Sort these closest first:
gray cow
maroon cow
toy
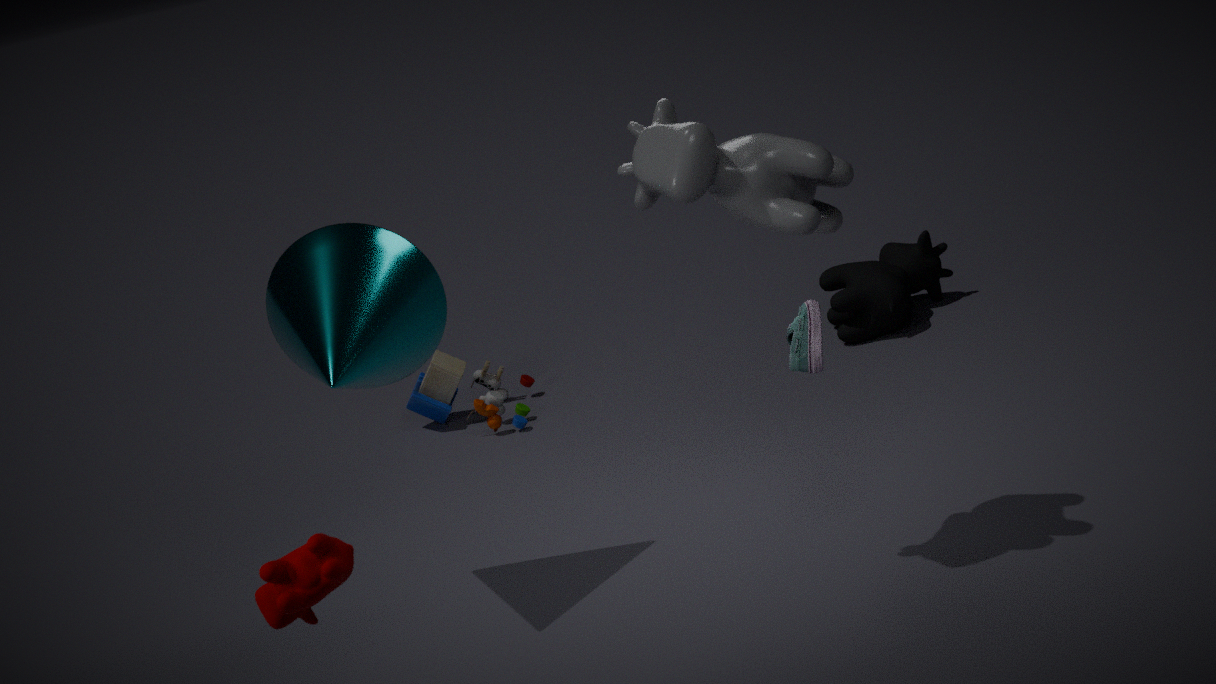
maroon cow, gray cow, toy
